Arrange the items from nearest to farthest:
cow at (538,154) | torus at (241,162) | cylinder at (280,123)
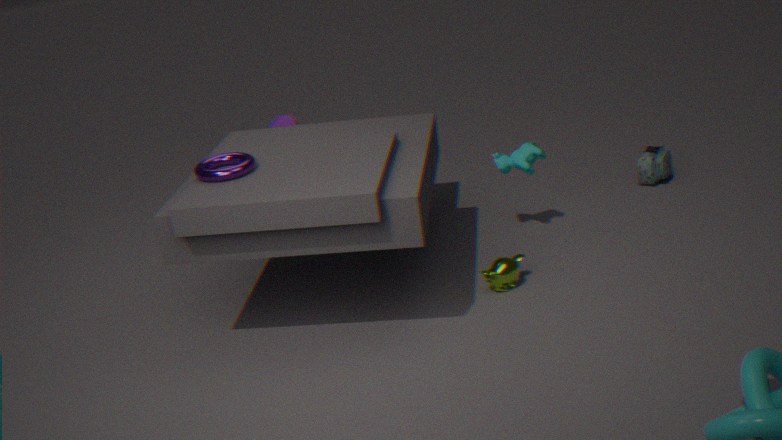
torus at (241,162) < cow at (538,154) < cylinder at (280,123)
